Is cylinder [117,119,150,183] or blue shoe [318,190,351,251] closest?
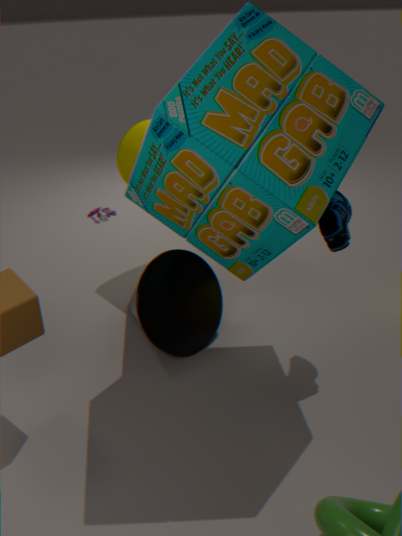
blue shoe [318,190,351,251]
